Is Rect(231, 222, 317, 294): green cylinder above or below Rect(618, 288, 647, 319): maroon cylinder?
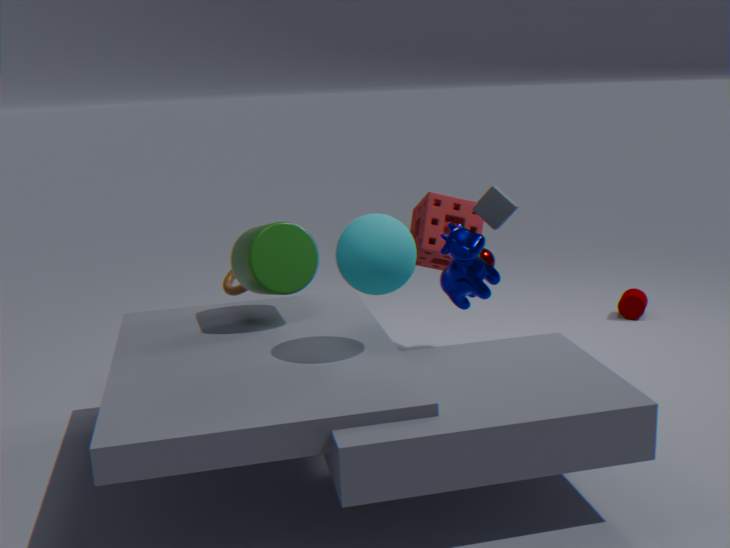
above
